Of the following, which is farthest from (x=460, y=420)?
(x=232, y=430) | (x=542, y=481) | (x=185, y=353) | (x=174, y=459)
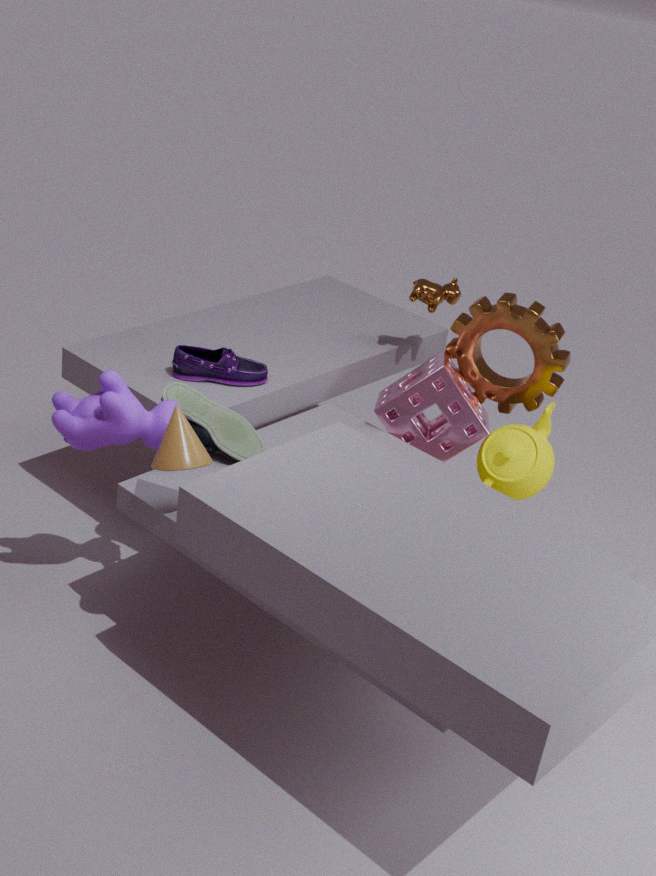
(x=174, y=459)
